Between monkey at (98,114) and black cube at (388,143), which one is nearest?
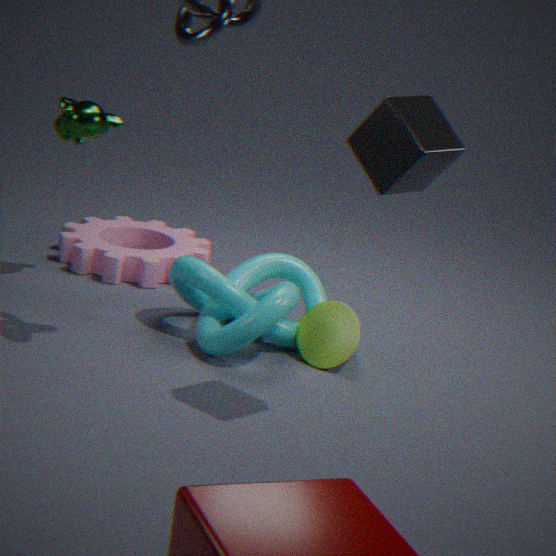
black cube at (388,143)
